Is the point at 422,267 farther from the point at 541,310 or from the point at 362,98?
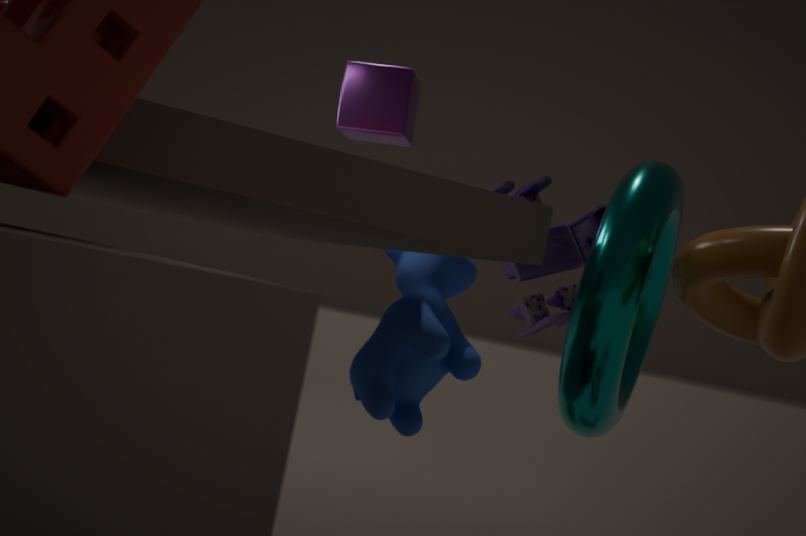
the point at 362,98
